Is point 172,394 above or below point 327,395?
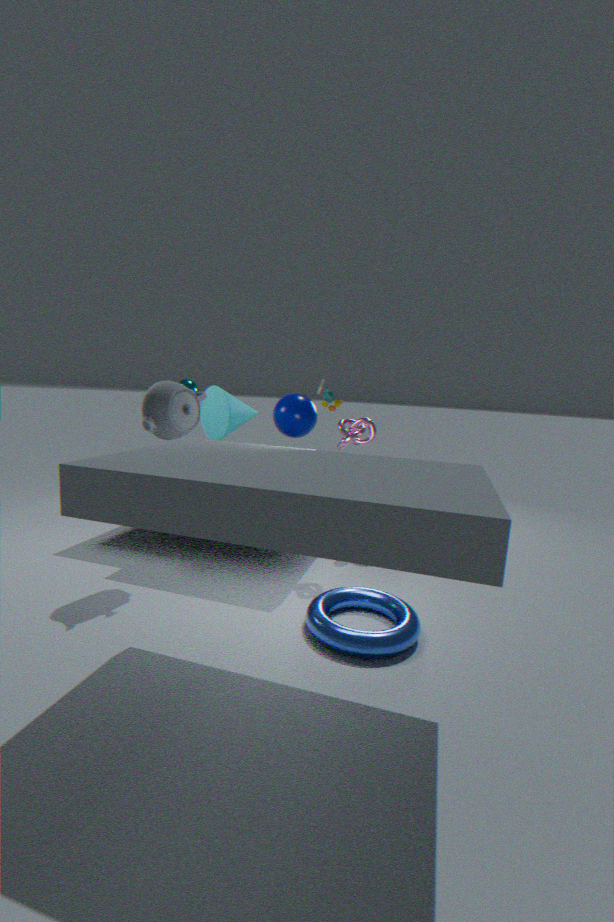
below
